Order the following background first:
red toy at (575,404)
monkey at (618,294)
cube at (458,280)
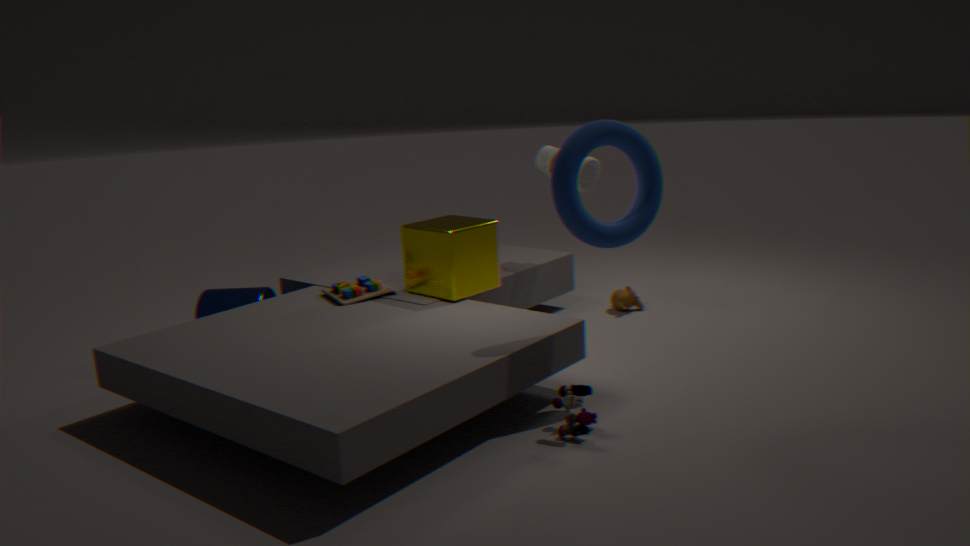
monkey at (618,294), cube at (458,280), red toy at (575,404)
